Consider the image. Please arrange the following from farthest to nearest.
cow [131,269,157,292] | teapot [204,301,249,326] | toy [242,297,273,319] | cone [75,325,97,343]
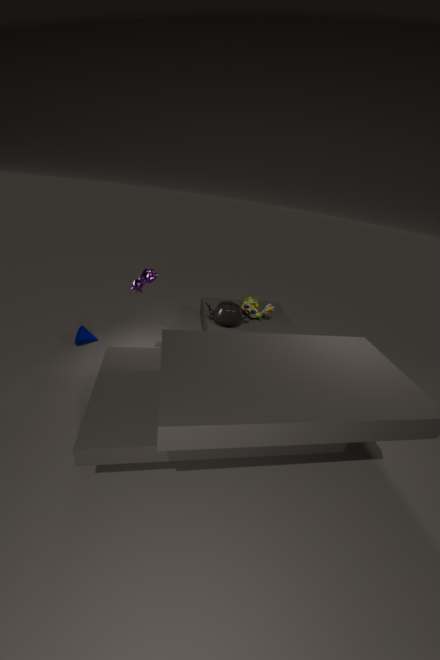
1. toy [242,297,273,319]
2. teapot [204,301,249,326]
3. cone [75,325,97,343]
4. cow [131,269,157,292]
